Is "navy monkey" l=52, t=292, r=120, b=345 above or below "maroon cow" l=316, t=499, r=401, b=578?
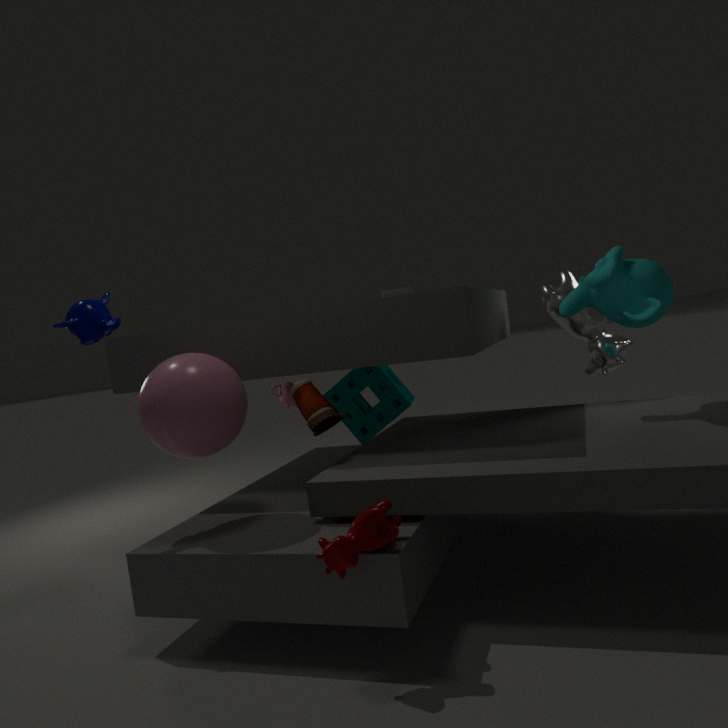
above
